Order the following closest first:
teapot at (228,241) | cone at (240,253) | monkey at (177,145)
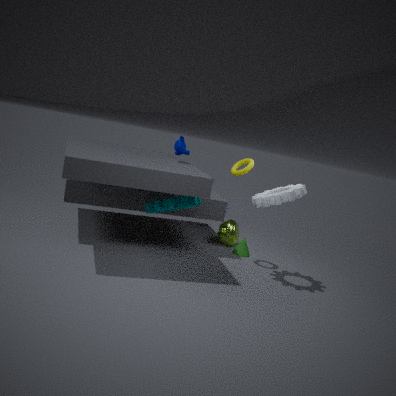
1. monkey at (177,145)
2. cone at (240,253)
3. teapot at (228,241)
